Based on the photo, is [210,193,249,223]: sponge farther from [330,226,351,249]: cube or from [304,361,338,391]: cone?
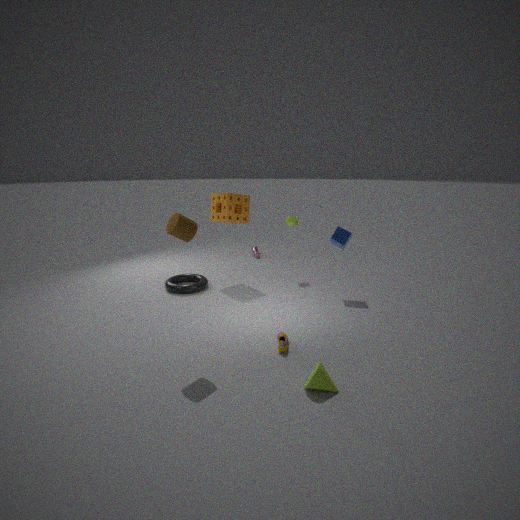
[304,361,338,391]: cone
